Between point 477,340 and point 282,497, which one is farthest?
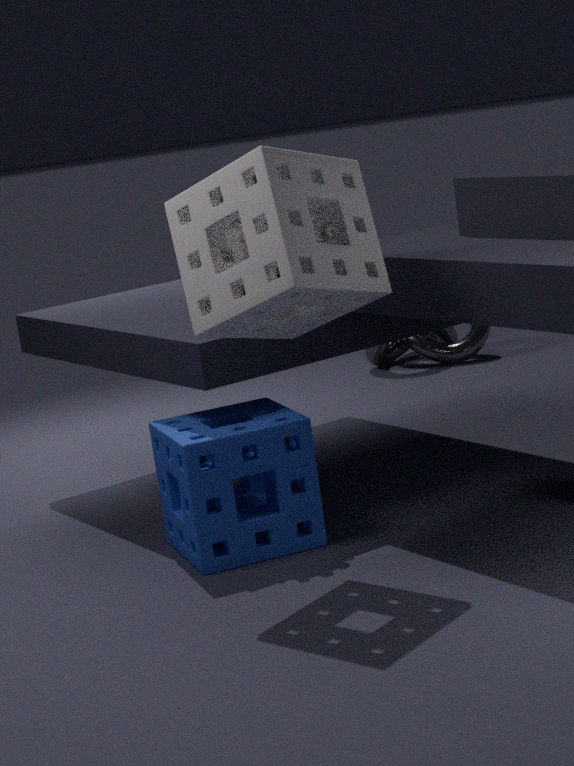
point 477,340
